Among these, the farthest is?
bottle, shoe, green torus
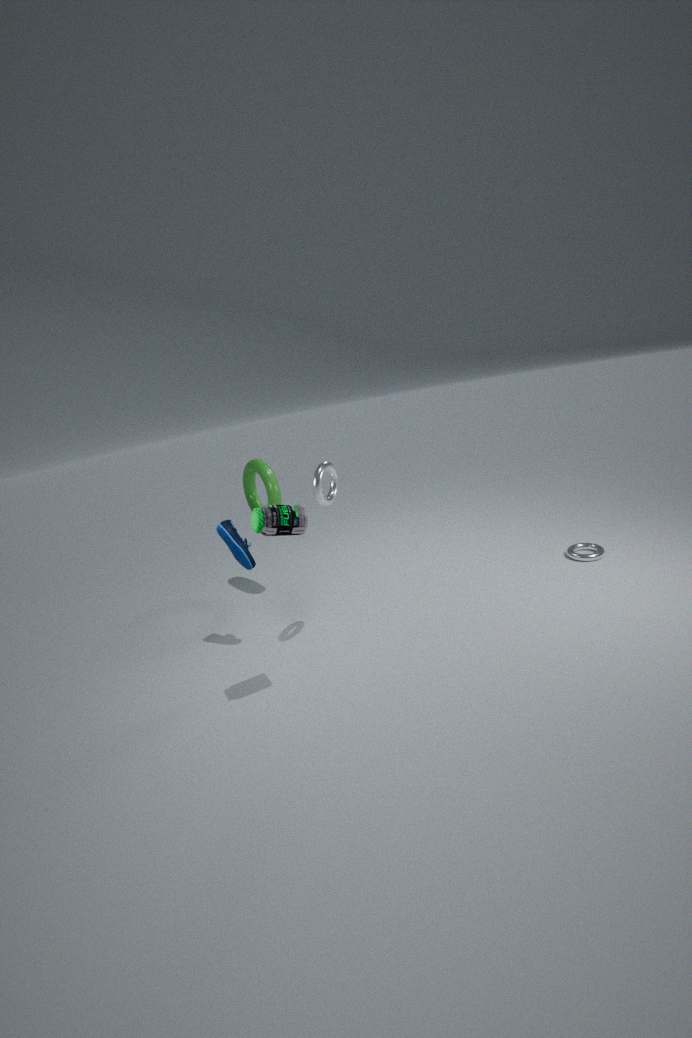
green torus
